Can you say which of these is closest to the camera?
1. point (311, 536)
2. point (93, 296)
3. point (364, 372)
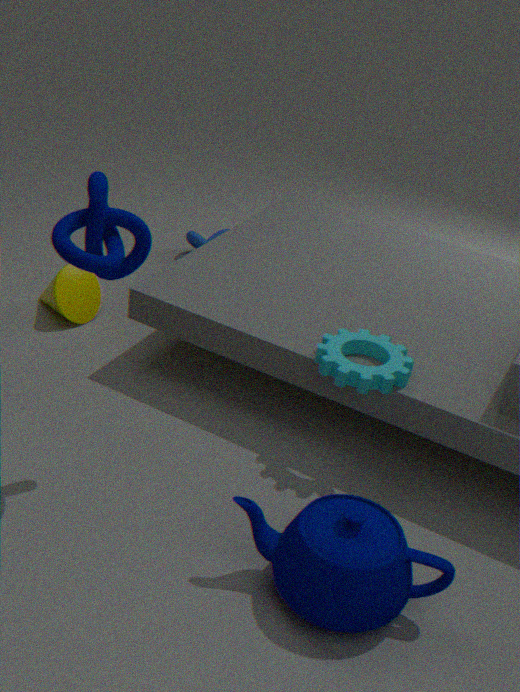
point (311, 536)
